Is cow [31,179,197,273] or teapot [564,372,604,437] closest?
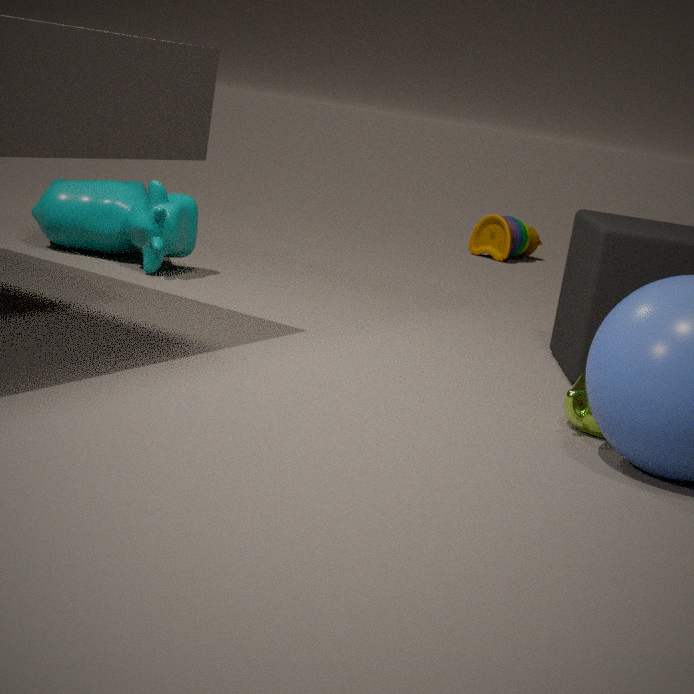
teapot [564,372,604,437]
